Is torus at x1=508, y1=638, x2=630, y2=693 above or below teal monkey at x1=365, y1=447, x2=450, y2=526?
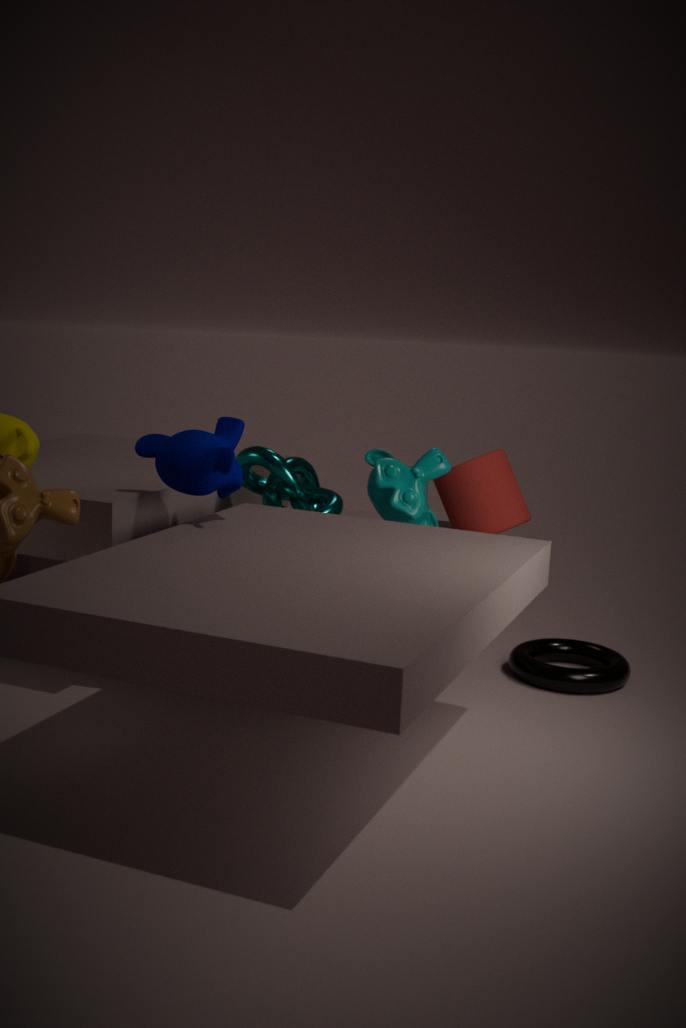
below
